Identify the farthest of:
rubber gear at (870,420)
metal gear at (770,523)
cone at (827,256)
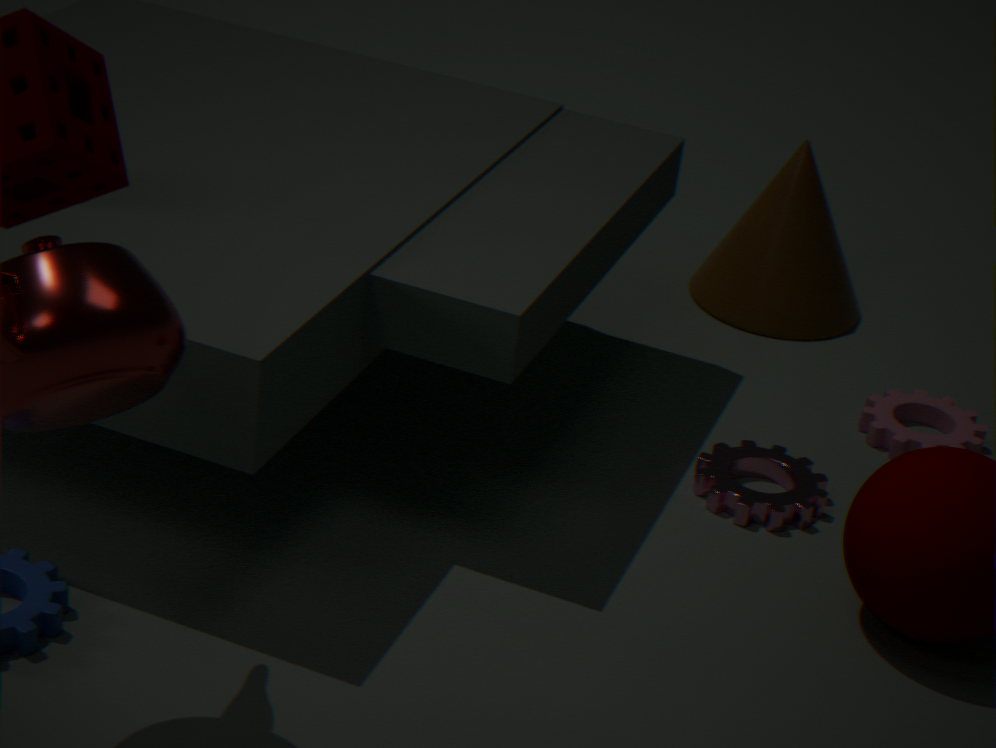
cone at (827,256)
